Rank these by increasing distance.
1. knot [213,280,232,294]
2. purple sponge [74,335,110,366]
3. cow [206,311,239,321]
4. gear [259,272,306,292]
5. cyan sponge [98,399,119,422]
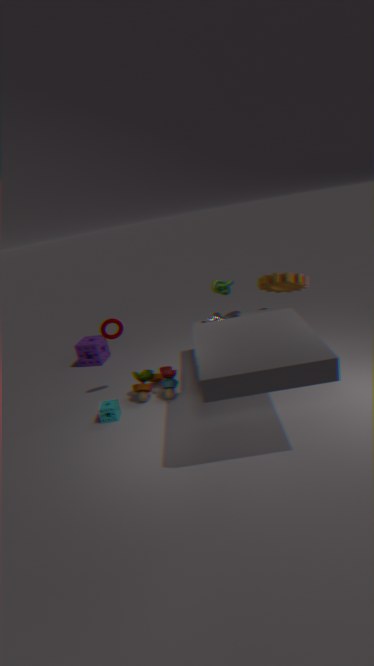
cyan sponge [98,399,119,422]
gear [259,272,306,292]
knot [213,280,232,294]
cow [206,311,239,321]
purple sponge [74,335,110,366]
